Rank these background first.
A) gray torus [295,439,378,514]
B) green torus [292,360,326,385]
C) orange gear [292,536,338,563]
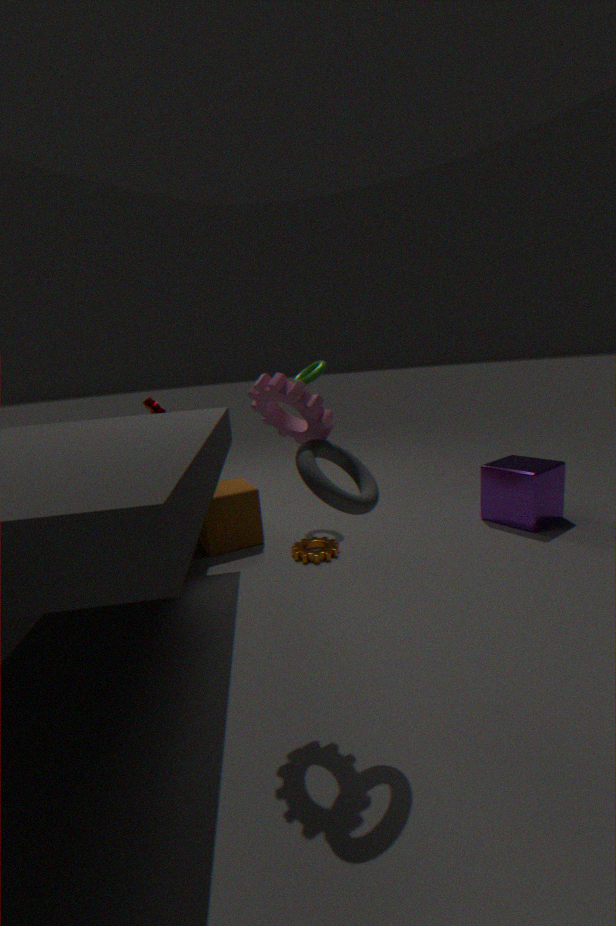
green torus [292,360,326,385]
orange gear [292,536,338,563]
gray torus [295,439,378,514]
